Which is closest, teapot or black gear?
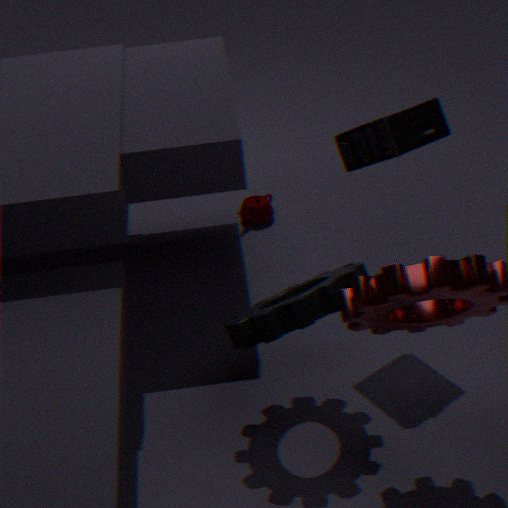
black gear
